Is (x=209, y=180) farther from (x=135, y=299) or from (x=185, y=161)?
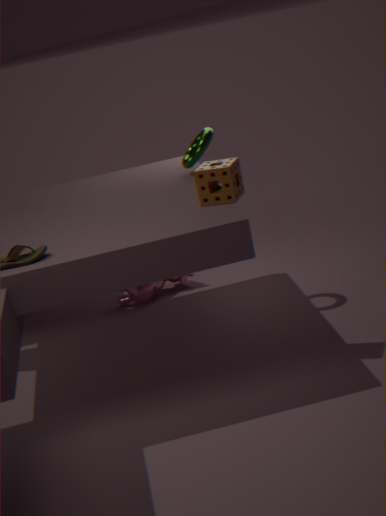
(x=135, y=299)
